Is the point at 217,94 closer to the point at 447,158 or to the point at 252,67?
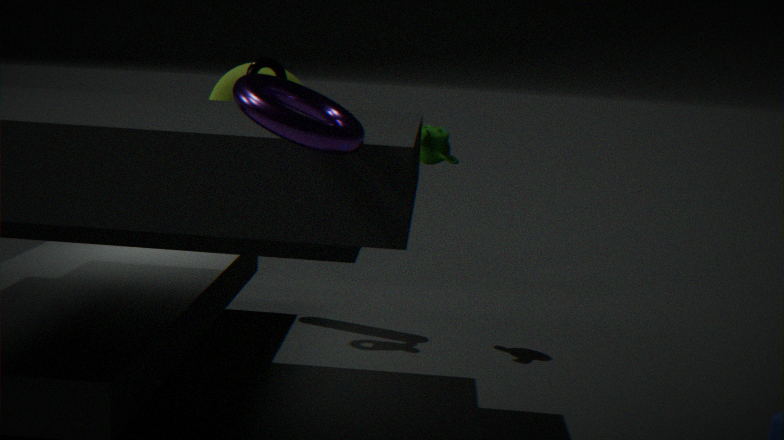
the point at 252,67
